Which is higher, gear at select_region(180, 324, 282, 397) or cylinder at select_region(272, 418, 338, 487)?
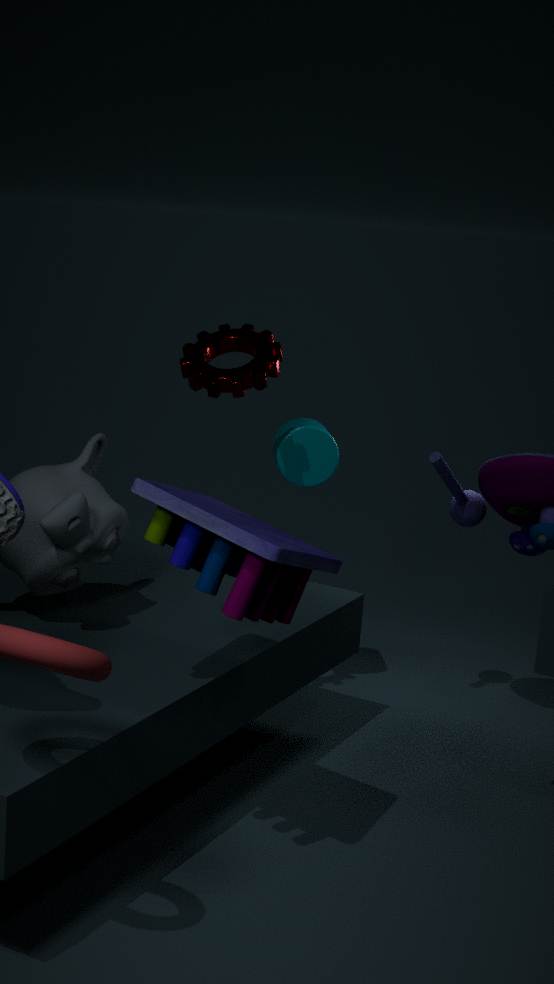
gear at select_region(180, 324, 282, 397)
